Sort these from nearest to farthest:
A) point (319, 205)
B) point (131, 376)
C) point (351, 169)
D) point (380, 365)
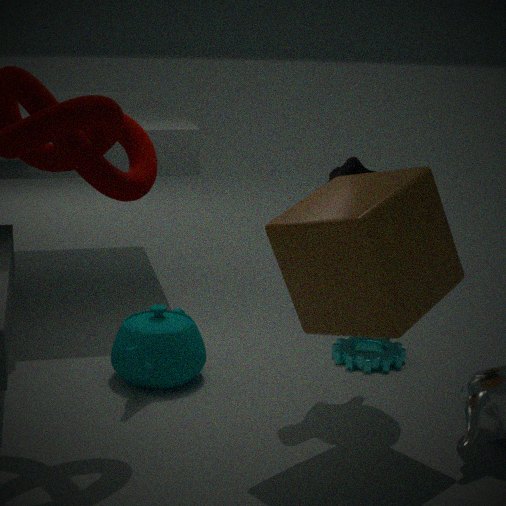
1. A. point (319, 205)
2. C. point (351, 169)
3. B. point (131, 376)
4. D. point (380, 365)
